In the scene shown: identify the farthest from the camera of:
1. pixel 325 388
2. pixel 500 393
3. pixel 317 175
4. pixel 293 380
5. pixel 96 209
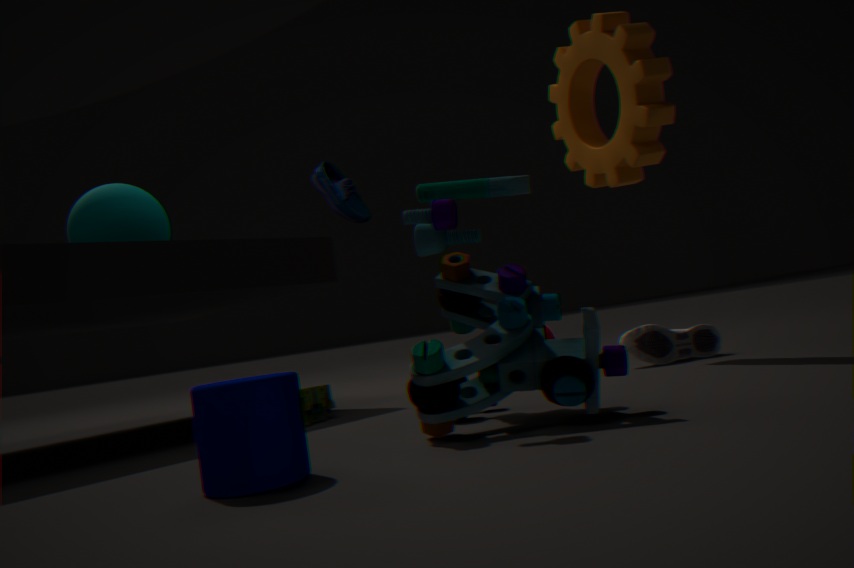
pixel 317 175
